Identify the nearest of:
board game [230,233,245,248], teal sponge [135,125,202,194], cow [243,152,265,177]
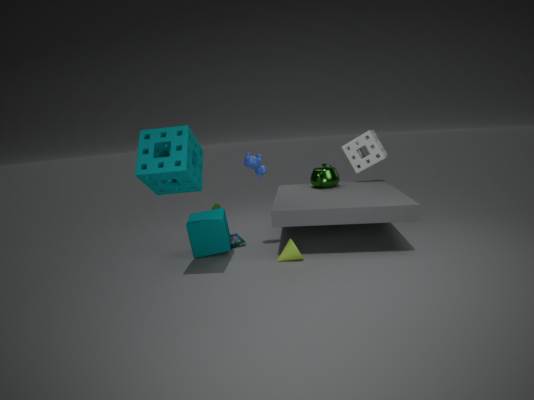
teal sponge [135,125,202,194]
